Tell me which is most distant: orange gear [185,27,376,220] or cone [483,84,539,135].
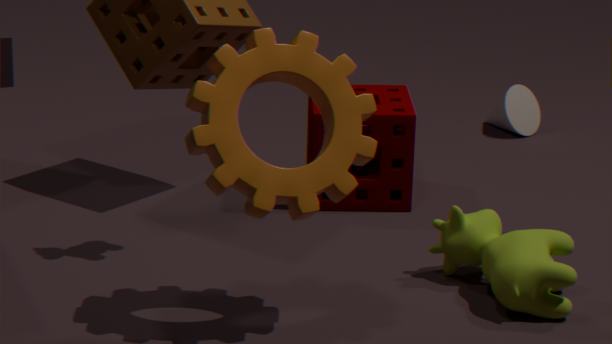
cone [483,84,539,135]
